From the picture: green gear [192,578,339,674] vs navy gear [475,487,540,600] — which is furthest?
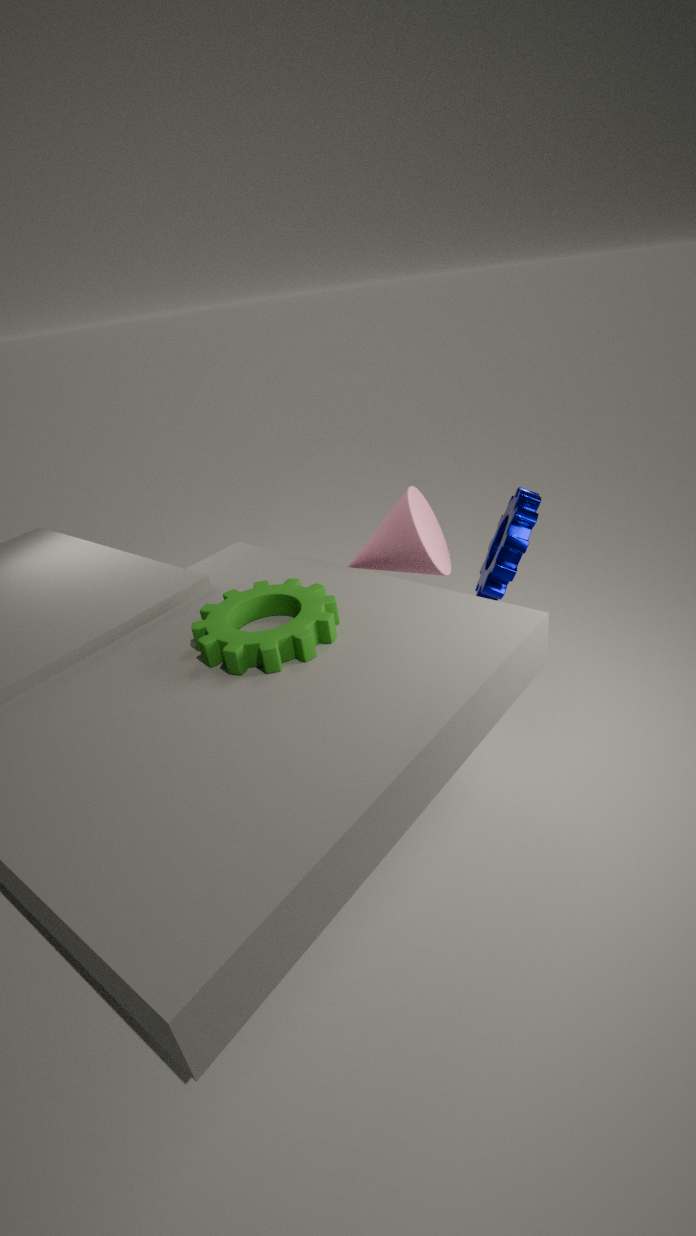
navy gear [475,487,540,600]
